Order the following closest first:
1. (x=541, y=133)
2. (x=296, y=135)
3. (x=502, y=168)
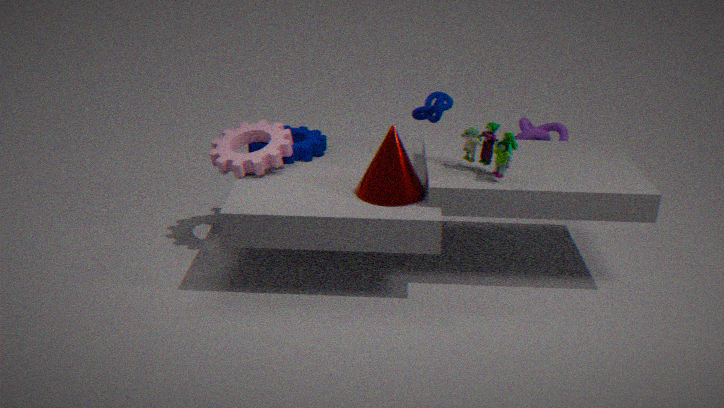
(x=502, y=168) < (x=296, y=135) < (x=541, y=133)
